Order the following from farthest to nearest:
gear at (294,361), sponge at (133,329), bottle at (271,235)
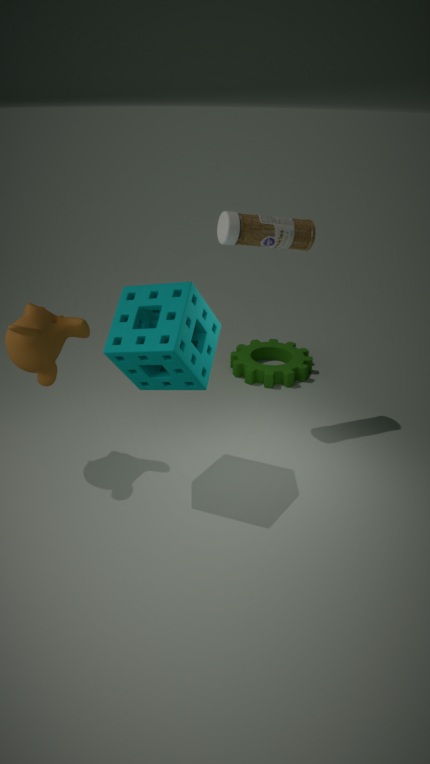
1. gear at (294,361)
2. bottle at (271,235)
3. sponge at (133,329)
